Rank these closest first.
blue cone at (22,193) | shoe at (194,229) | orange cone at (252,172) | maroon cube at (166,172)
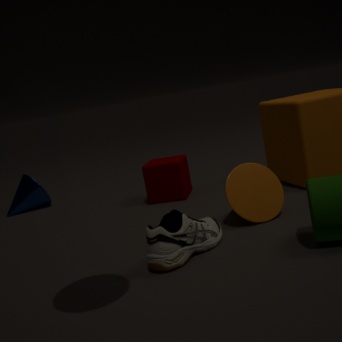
shoe at (194,229) → orange cone at (252,172) → maroon cube at (166,172) → blue cone at (22,193)
